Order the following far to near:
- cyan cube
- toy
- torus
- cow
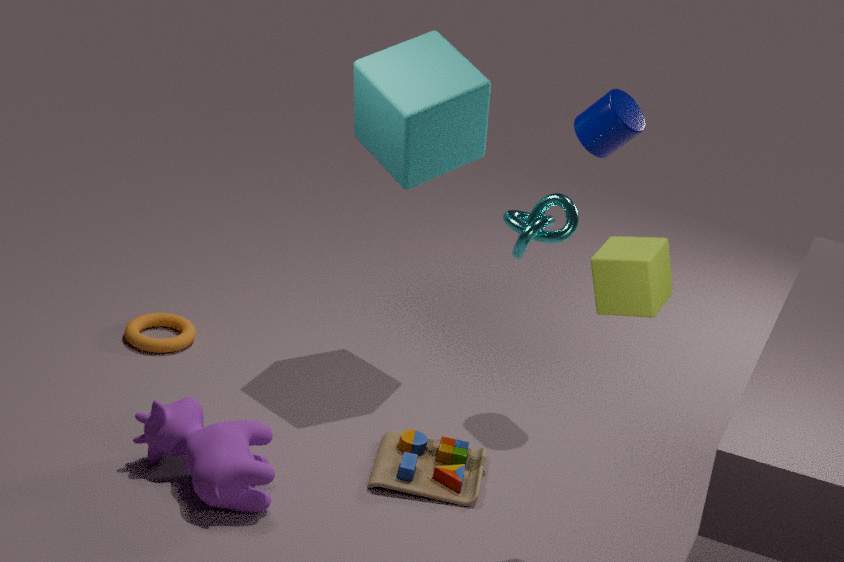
torus → cyan cube → toy → cow
